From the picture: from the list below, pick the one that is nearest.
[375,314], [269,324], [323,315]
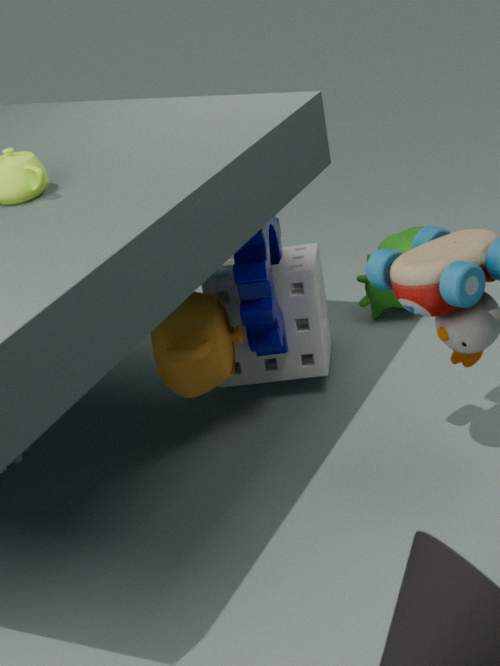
[269,324]
